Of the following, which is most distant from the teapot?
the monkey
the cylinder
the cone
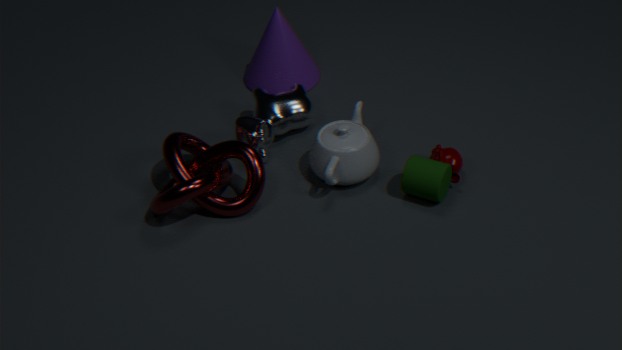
the cone
